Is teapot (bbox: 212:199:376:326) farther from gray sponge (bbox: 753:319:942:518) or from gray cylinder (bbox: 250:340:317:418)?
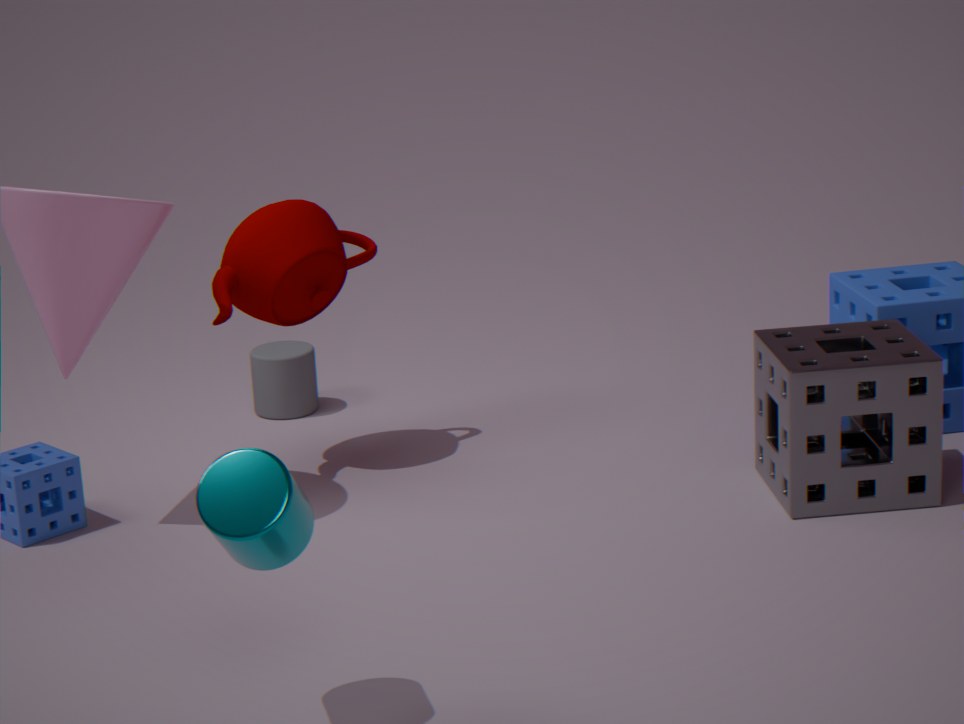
gray sponge (bbox: 753:319:942:518)
